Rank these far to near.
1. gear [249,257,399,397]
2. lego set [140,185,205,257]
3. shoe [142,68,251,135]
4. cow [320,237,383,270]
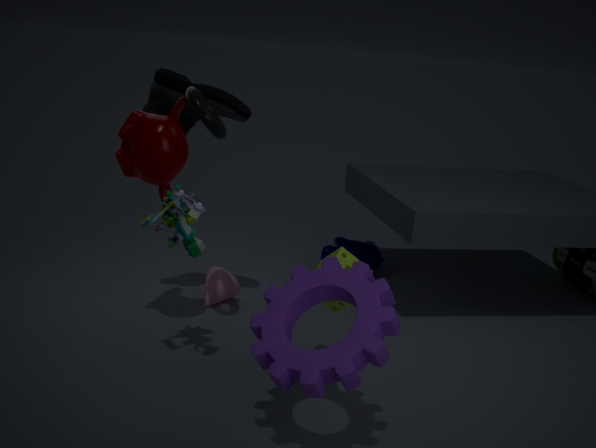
cow [320,237,383,270] < shoe [142,68,251,135] < lego set [140,185,205,257] < gear [249,257,399,397]
